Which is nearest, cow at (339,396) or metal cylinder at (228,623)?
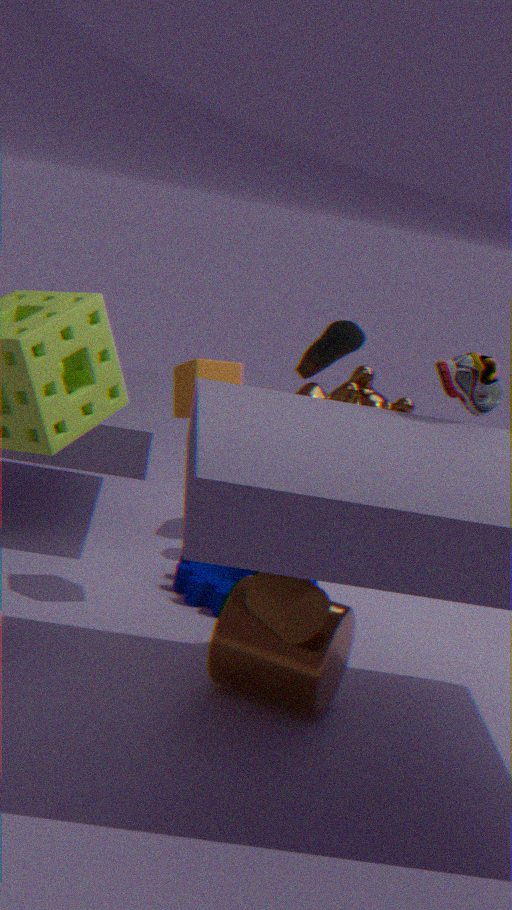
metal cylinder at (228,623)
